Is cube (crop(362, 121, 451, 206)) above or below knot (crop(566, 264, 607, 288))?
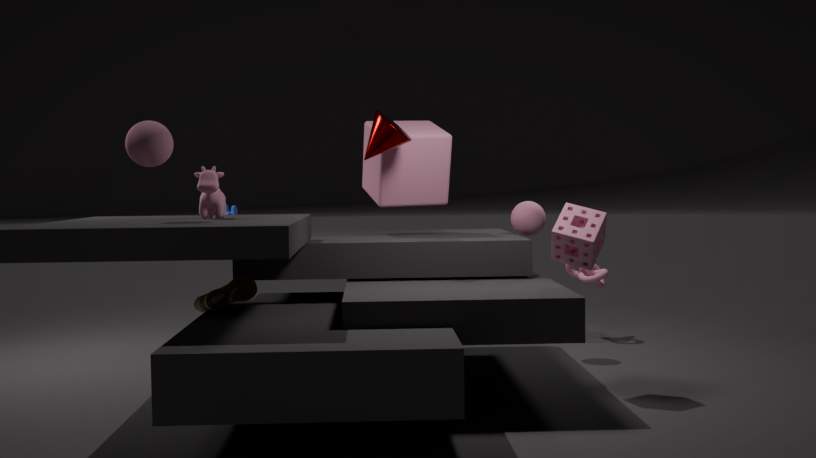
above
